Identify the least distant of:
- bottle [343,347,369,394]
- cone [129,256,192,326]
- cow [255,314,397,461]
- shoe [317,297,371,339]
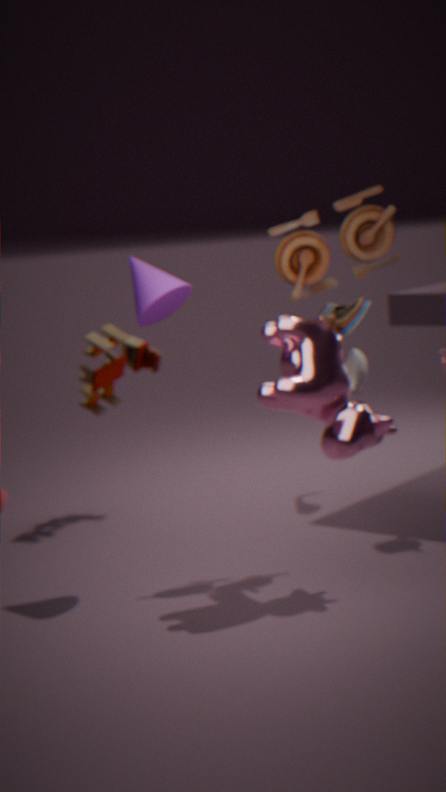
cow [255,314,397,461]
